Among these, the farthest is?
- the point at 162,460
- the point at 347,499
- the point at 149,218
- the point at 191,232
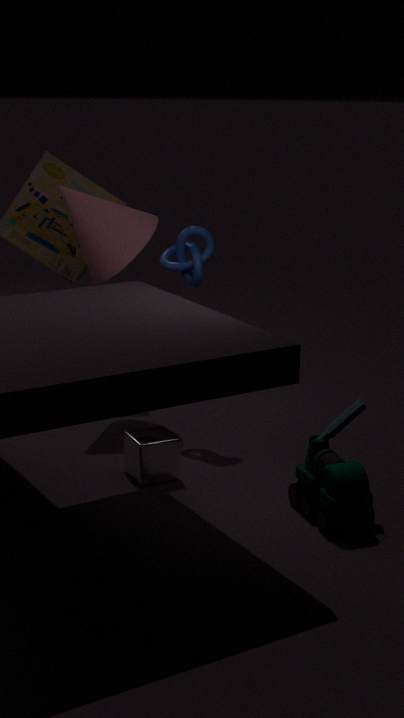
the point at 149,218
